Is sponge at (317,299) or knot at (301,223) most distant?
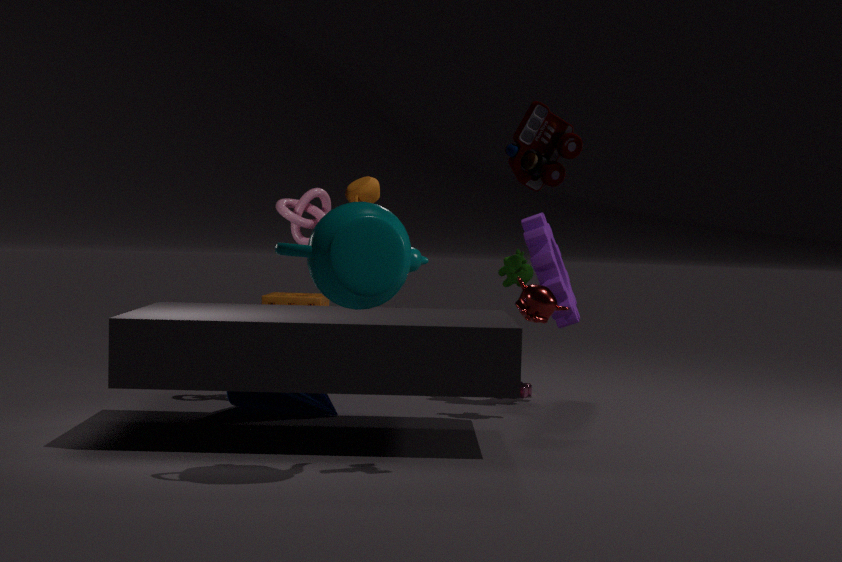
sponge at (317,299)
